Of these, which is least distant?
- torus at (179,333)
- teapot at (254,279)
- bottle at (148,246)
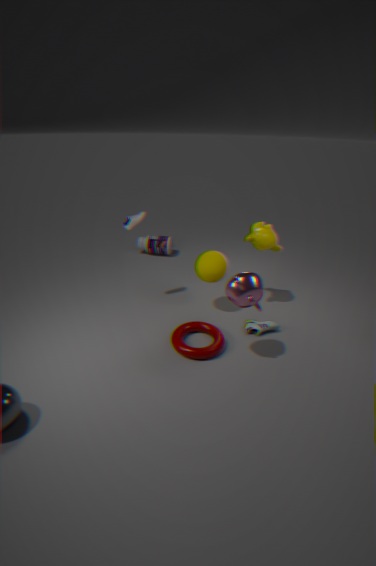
teapot at (254,279)
